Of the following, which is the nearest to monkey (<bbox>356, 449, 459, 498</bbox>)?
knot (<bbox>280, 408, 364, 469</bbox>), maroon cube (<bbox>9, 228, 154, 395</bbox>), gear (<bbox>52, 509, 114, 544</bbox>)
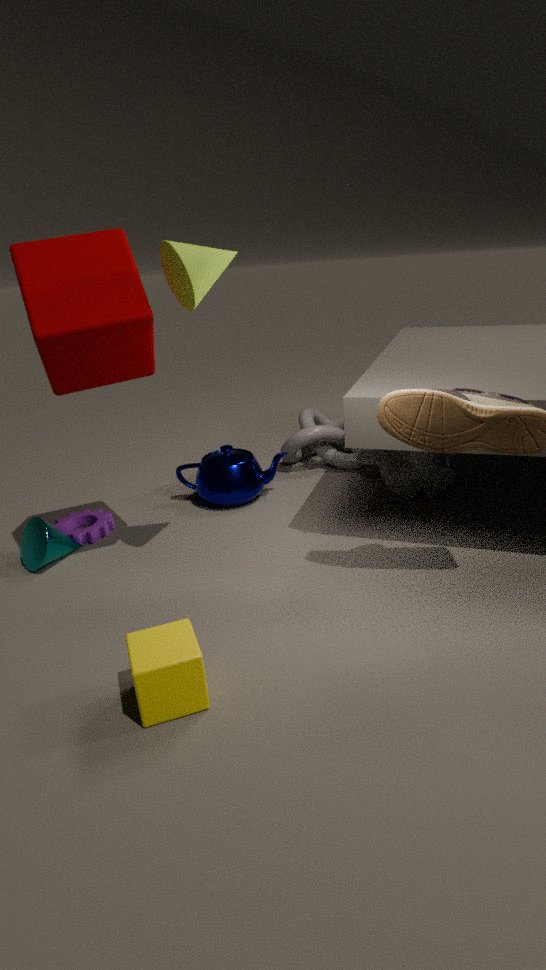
knot (<bbox>280, 408, 364, 469</bbox>)
